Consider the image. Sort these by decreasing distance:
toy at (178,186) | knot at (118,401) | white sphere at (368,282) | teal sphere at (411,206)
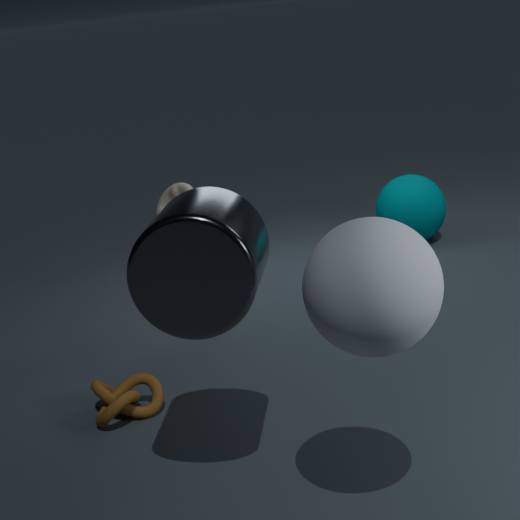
teal sphere at (411,206) → toy at (178,186) → knot at (118,401) → white sphere at (368,282)
